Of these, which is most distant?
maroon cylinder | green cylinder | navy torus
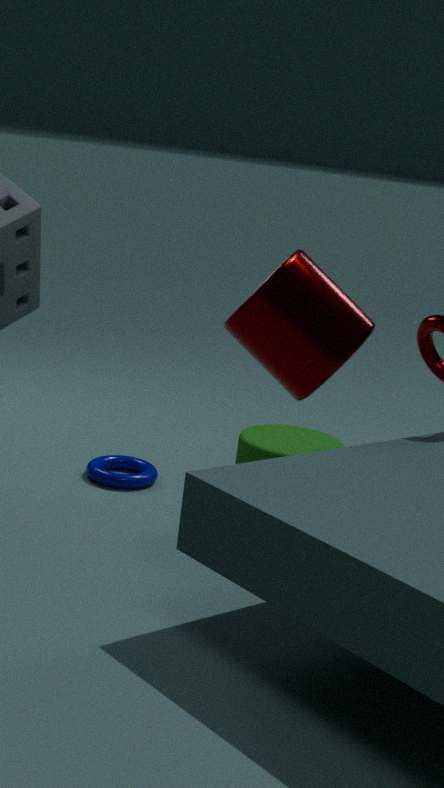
navy torus
